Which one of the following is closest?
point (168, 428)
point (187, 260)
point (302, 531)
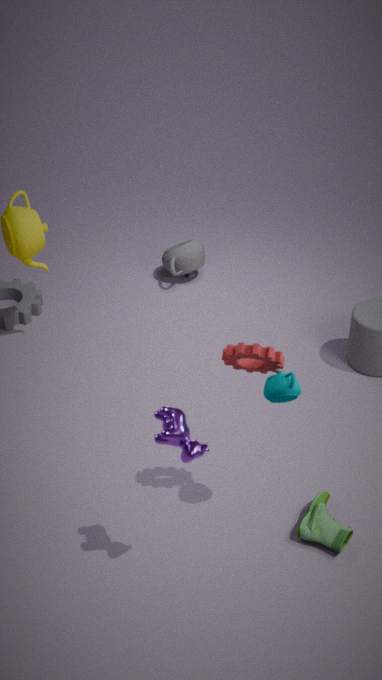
point (168, 428)
